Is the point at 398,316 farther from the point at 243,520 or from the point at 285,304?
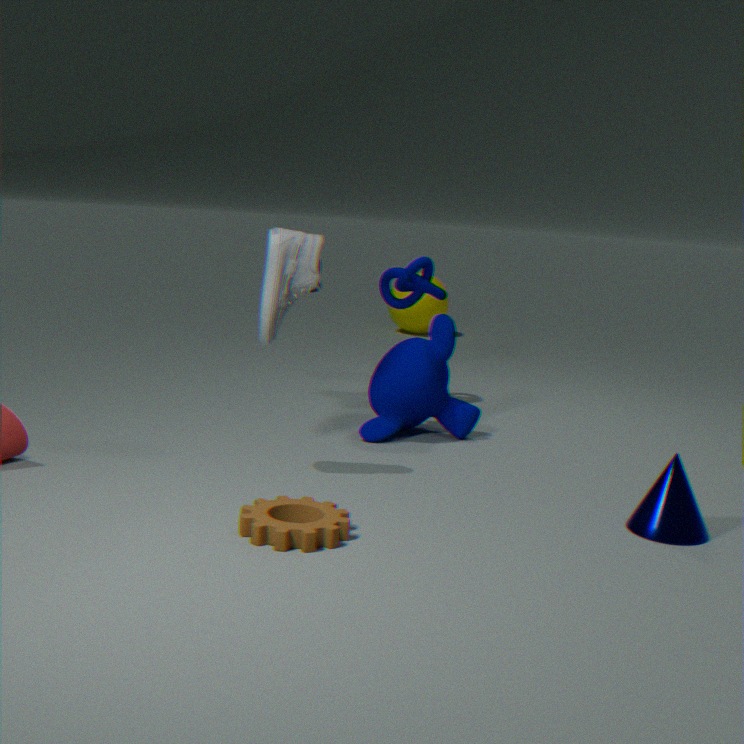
the point at 243,520
